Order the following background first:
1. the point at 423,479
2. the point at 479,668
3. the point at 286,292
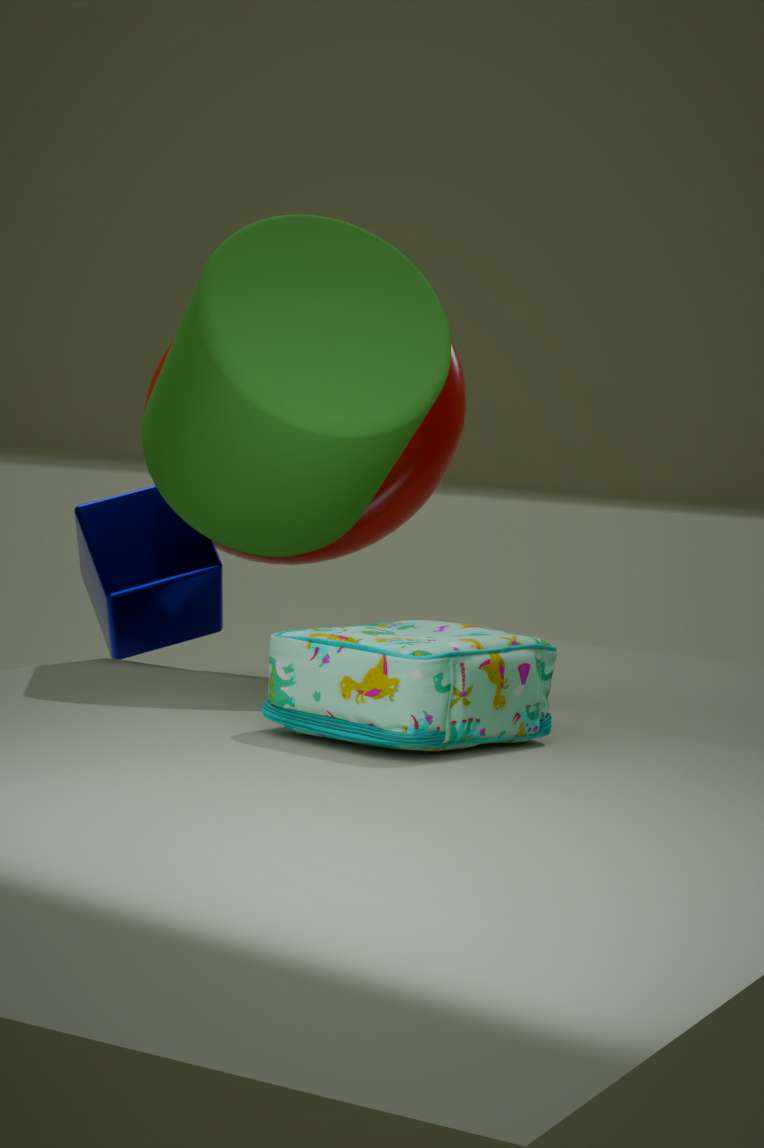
the point at 423,479 < the point at 286,292 < the point at 479,668
